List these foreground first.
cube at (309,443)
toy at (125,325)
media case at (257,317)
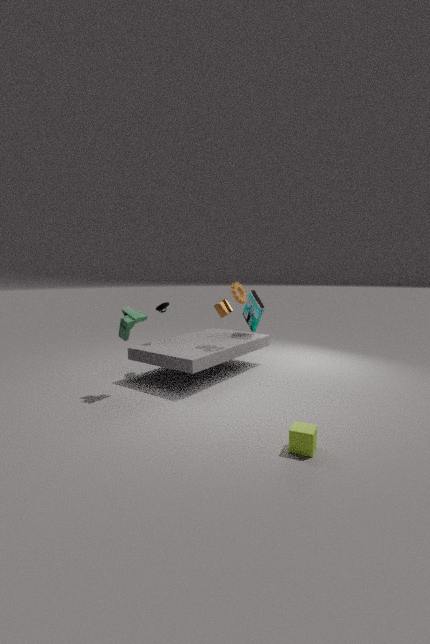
cube at (309,443)
toy at (125,325)
media case at (257,317)
